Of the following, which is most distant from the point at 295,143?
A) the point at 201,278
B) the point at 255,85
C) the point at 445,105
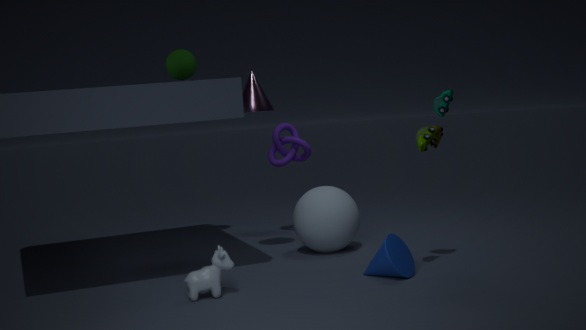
the point at 201,278
